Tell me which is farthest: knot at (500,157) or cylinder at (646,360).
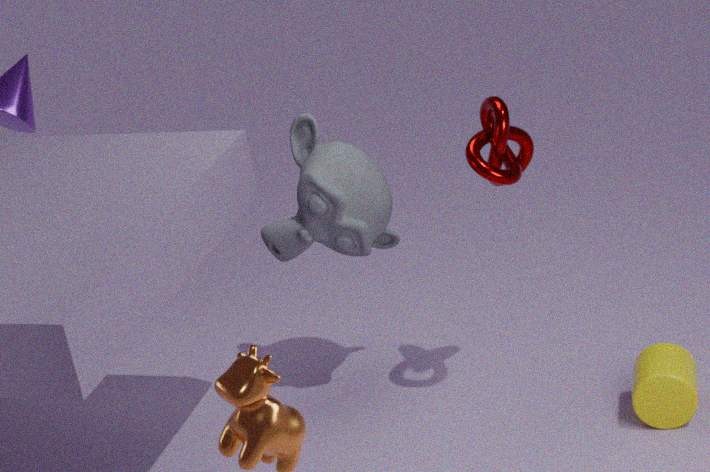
cylinder at (646,360)
